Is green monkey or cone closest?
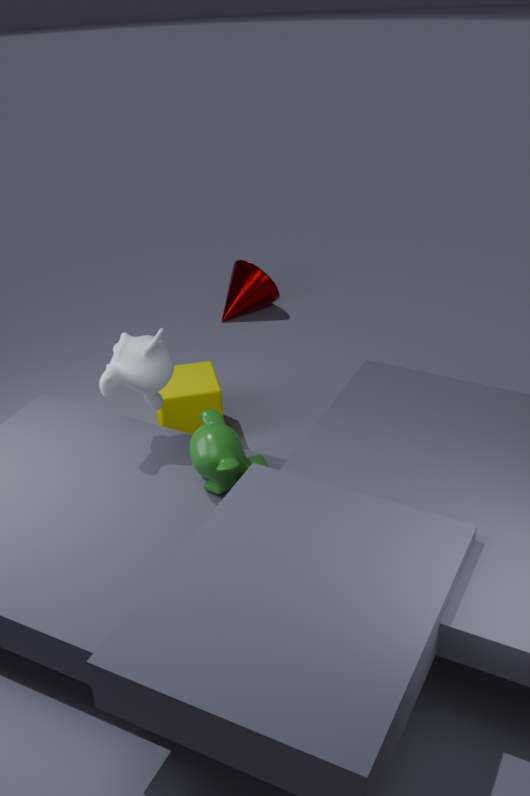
green monkey
